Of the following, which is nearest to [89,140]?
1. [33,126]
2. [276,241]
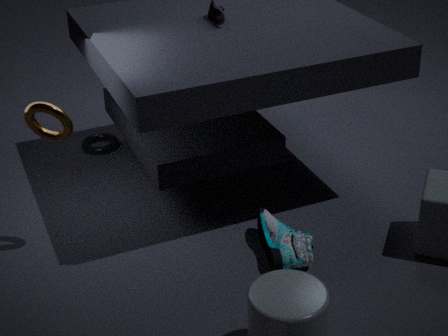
[33,126]
